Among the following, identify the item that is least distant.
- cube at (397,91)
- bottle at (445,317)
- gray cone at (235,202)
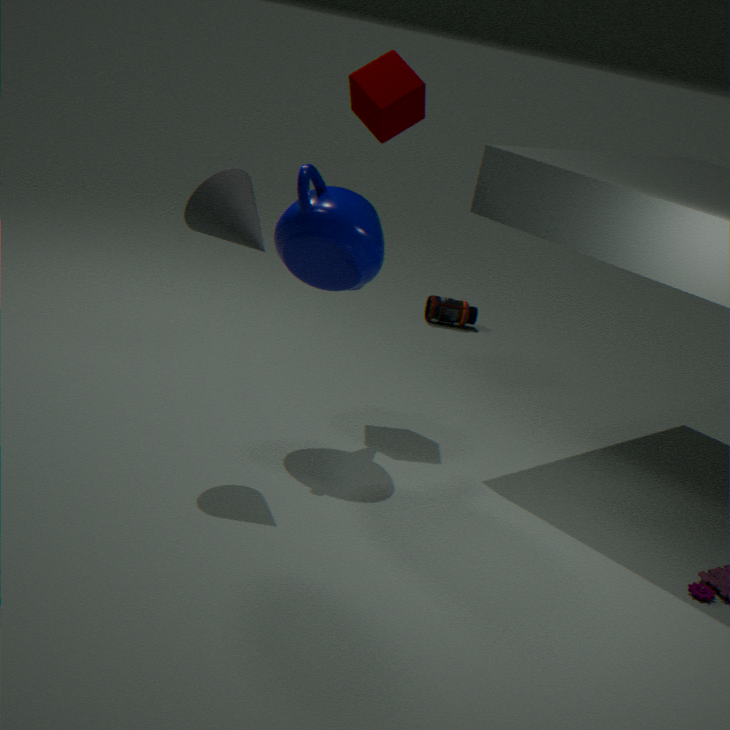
gray cone at (235,202)
